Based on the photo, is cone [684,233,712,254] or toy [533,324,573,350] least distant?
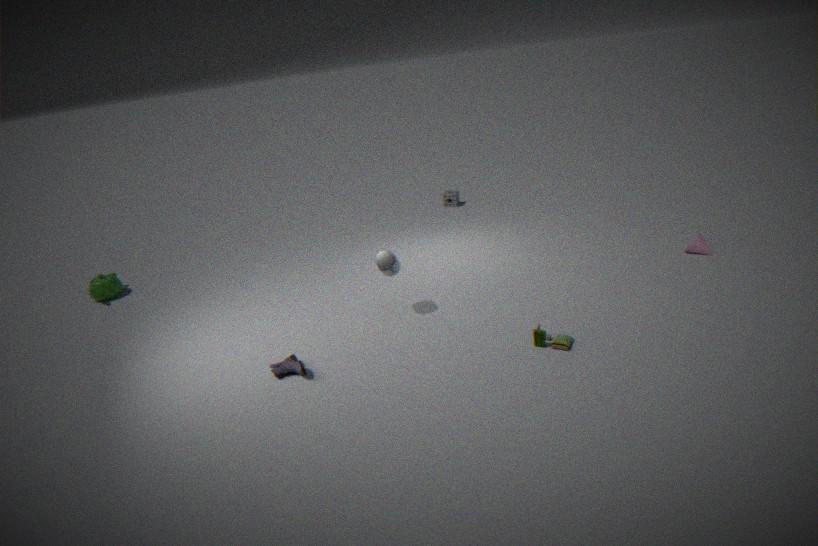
toy [533,324,573,350]
